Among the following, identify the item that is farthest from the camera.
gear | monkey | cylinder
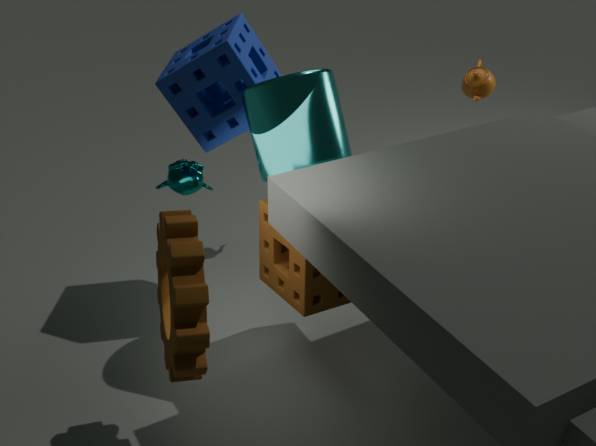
monkey
